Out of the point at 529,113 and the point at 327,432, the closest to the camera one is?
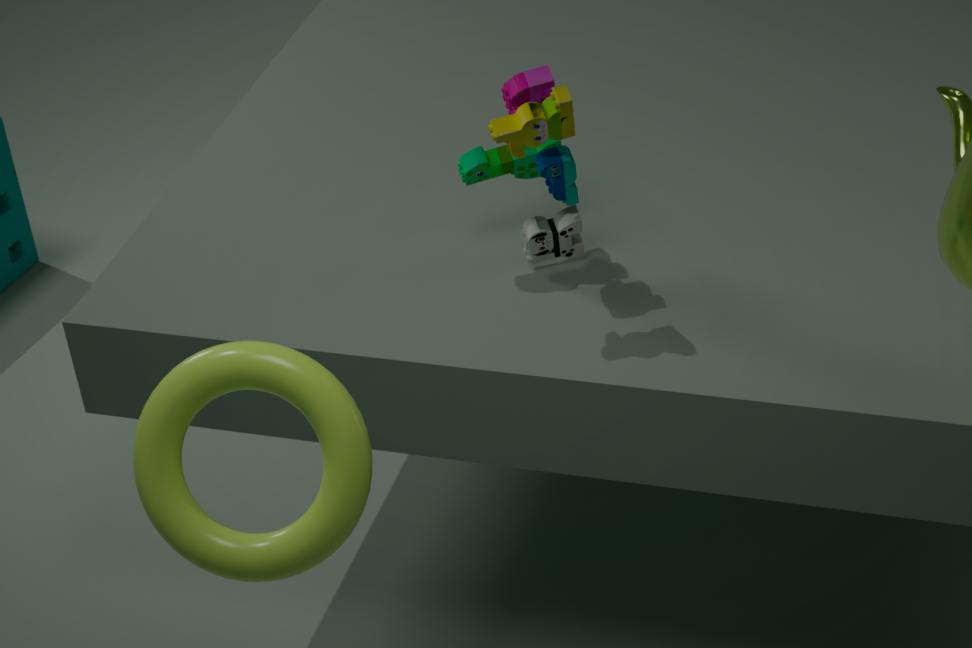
the point at 327,432
